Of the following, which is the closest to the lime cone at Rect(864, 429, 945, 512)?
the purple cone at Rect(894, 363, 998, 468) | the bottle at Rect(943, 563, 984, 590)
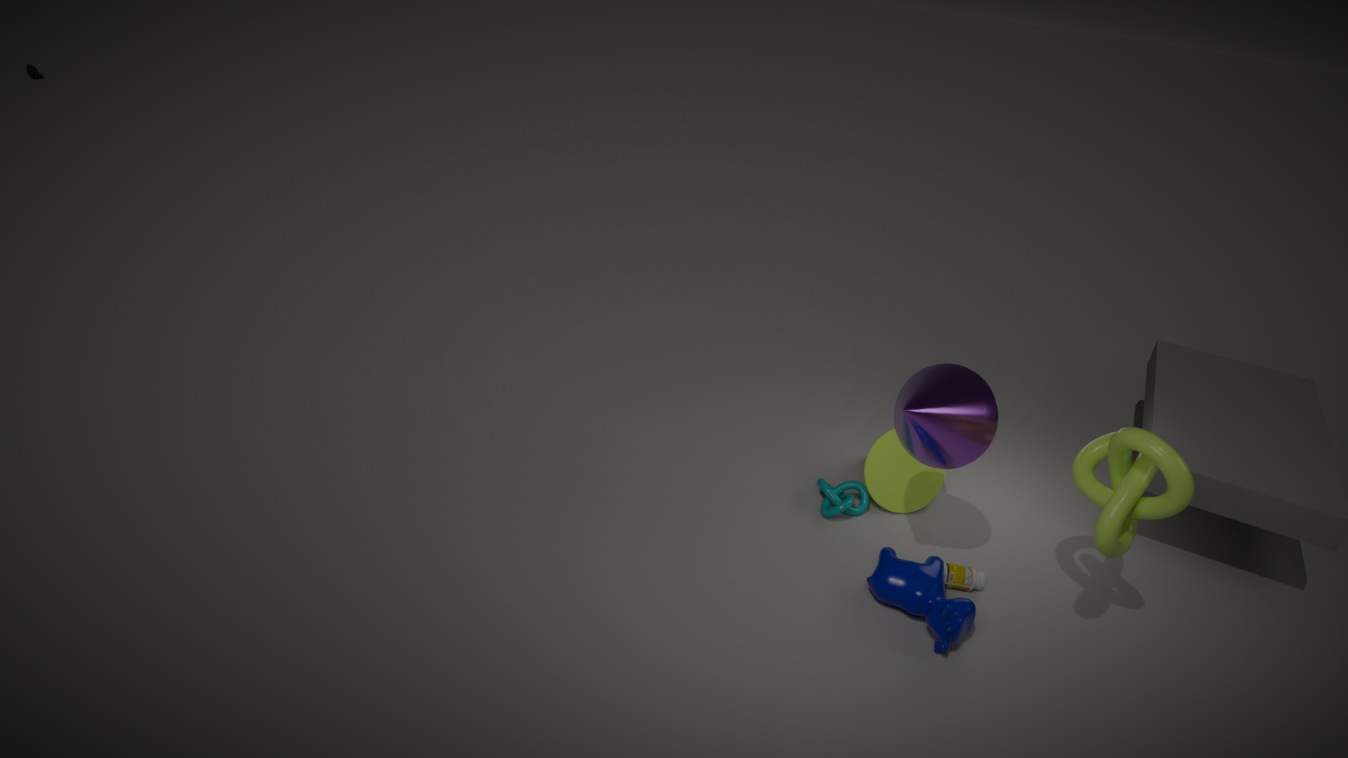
the bottle at Rect(943, 563, 984, 590)
